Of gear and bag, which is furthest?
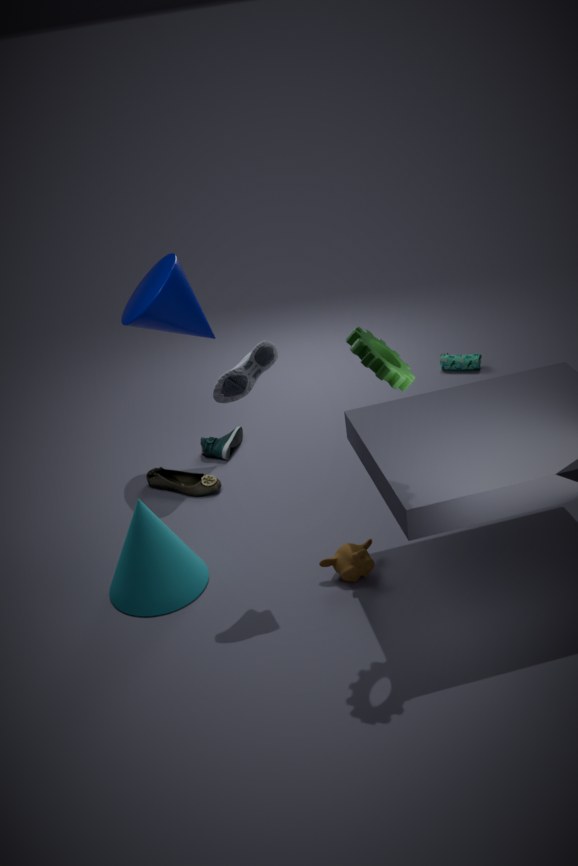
bag
